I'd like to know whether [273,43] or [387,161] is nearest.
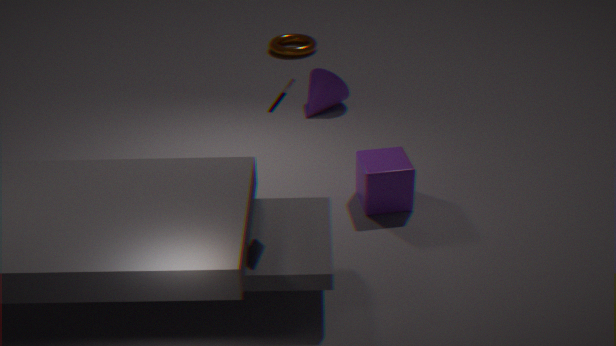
[387,161]
